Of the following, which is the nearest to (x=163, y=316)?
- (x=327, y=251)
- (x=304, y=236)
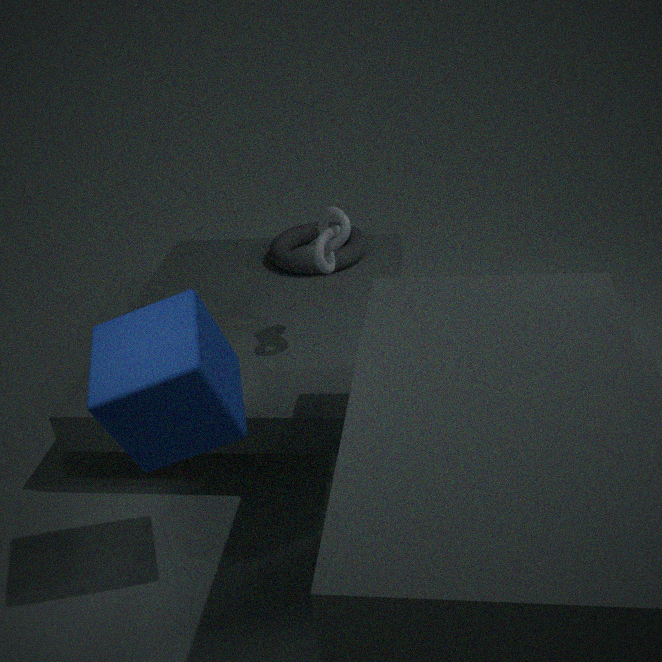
(x=327, y=251)
